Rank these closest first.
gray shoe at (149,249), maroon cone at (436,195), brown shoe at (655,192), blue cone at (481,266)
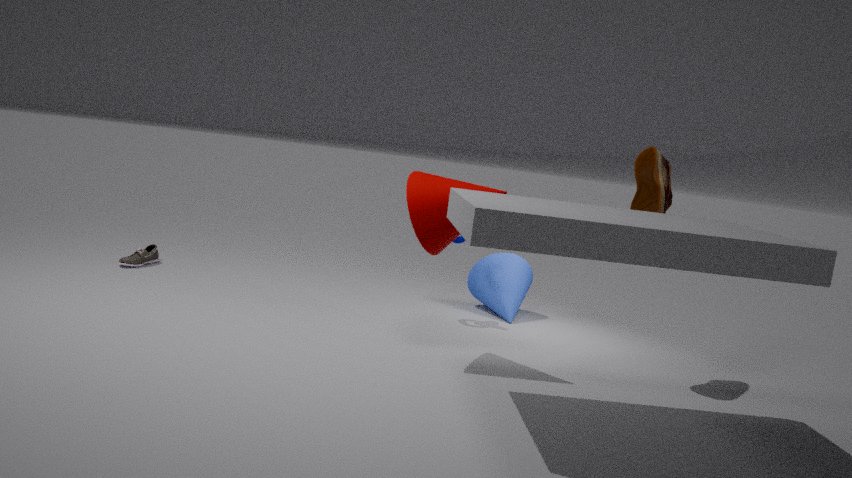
maroon cone at (436,195) < brown shoe at (655,192) < blue cone at (481,266) < gray shoe at (149,249)
